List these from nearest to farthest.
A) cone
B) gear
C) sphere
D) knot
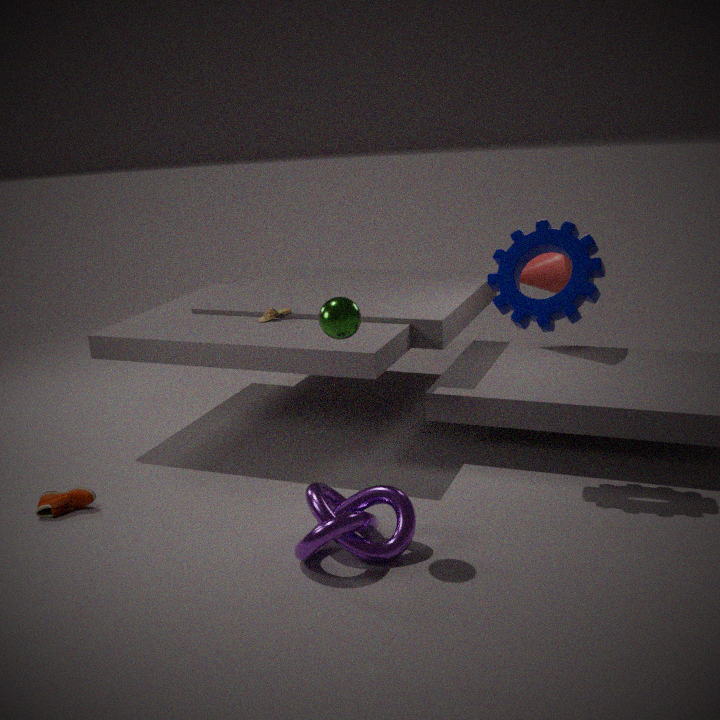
knot, sphere, gear, cone
